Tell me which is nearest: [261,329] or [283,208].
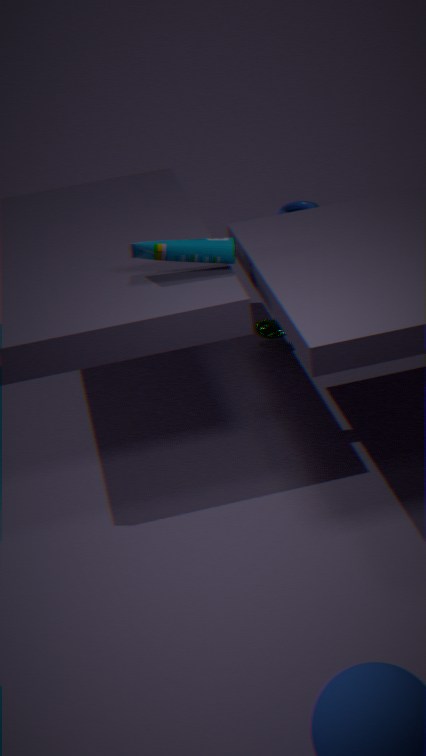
[261,329]
